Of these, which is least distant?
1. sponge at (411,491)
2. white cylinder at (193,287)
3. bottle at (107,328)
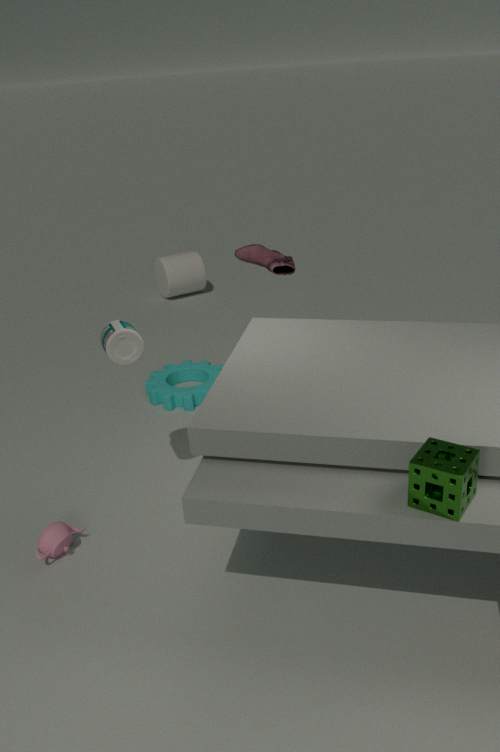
sponge at (411,491)
